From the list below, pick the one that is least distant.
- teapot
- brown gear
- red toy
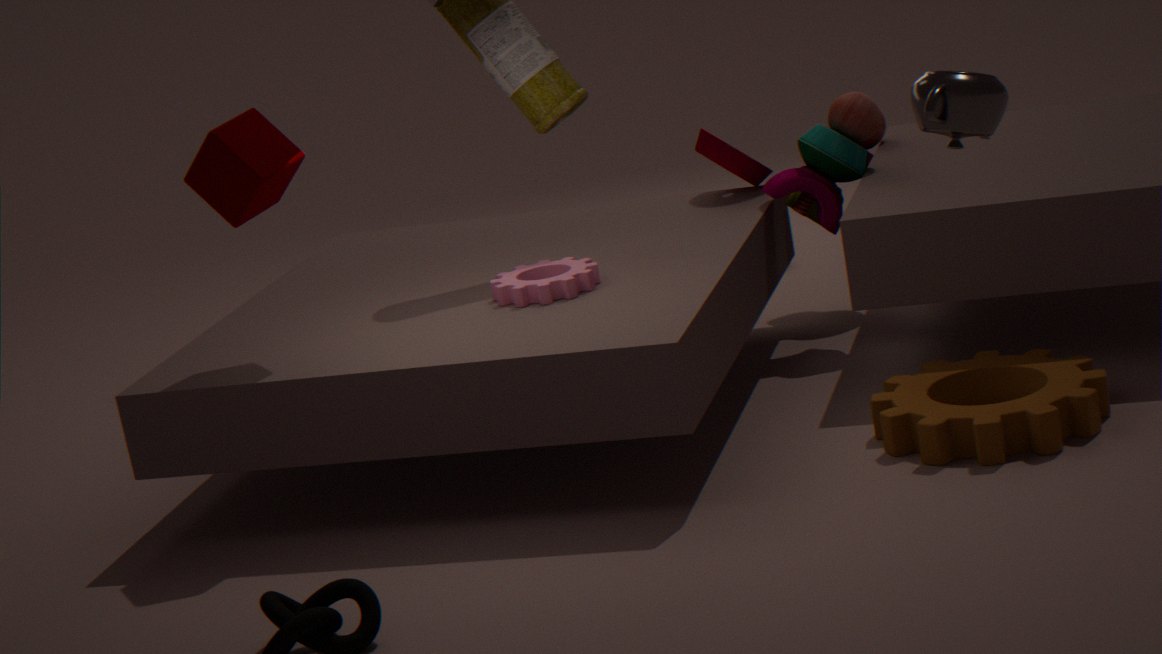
teapot
